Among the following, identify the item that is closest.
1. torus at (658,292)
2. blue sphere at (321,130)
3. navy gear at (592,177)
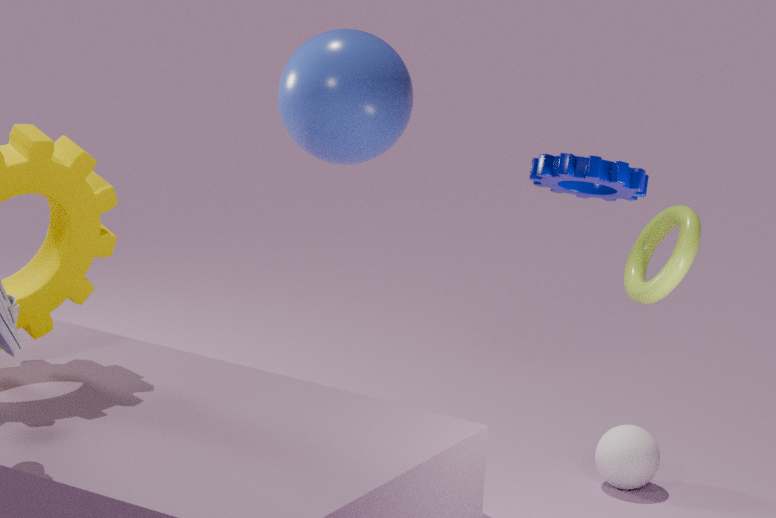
navy gear at (592,177)
